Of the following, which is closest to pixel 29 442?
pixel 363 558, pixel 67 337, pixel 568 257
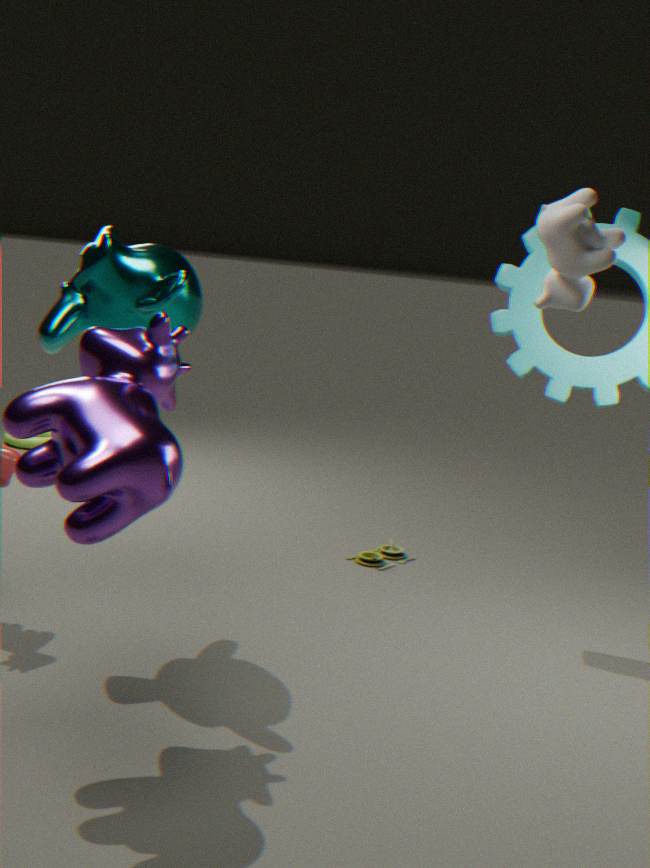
pixel 363 558
